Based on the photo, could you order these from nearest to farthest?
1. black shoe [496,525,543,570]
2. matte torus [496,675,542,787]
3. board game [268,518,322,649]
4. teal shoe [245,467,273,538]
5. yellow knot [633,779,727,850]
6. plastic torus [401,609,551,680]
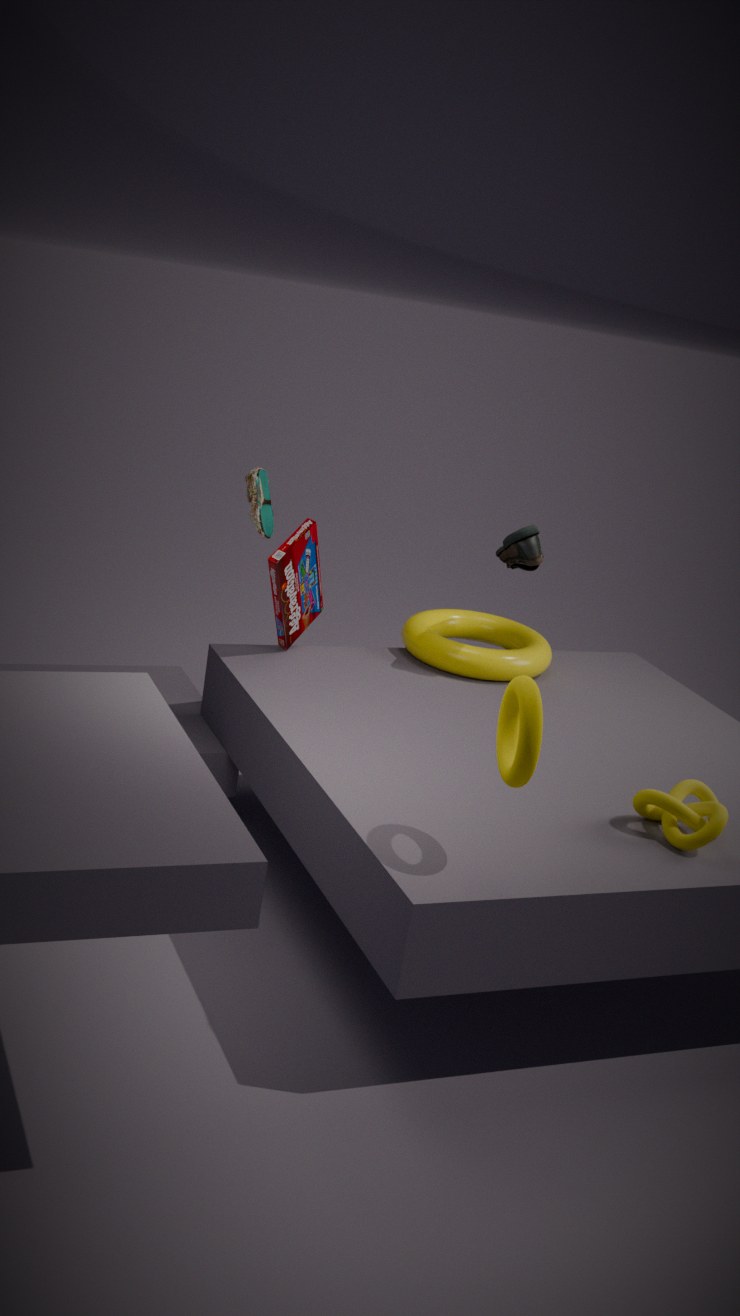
matte torus [496,675,542,787] → yellow knot [633,779,727,850] → board game [268,518,322,649] → teal shoe [245,467,273,538] → black shoe [496,525,543,570] → plastic torus [401,609,551,680]
